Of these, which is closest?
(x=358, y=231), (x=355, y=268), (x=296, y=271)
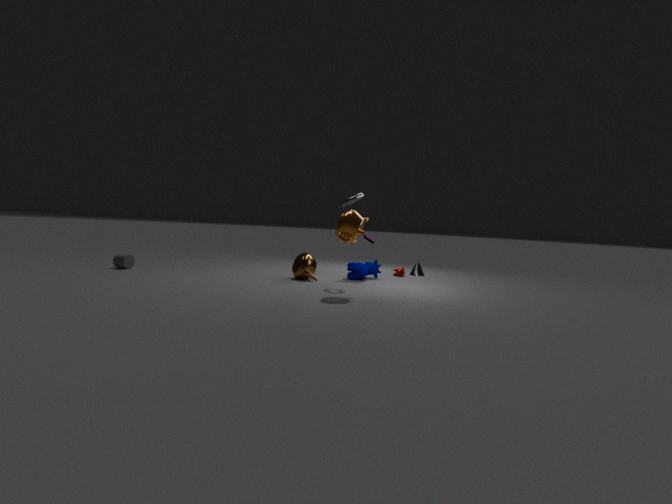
(x=358, y=231)
